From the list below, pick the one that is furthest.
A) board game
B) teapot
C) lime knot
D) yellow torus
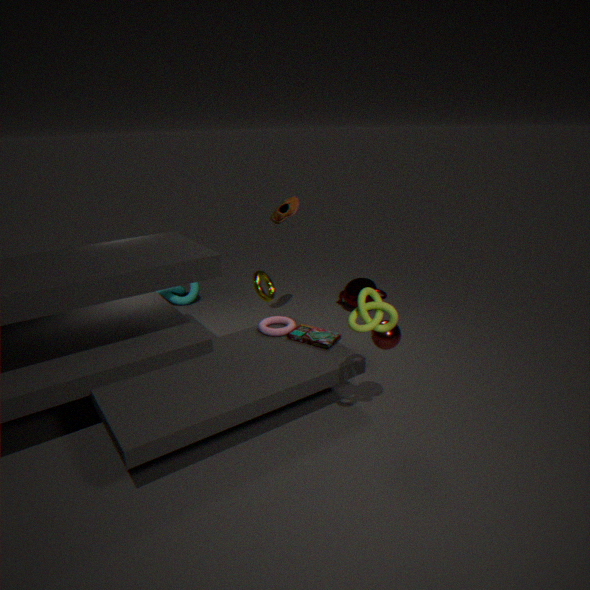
teapot
